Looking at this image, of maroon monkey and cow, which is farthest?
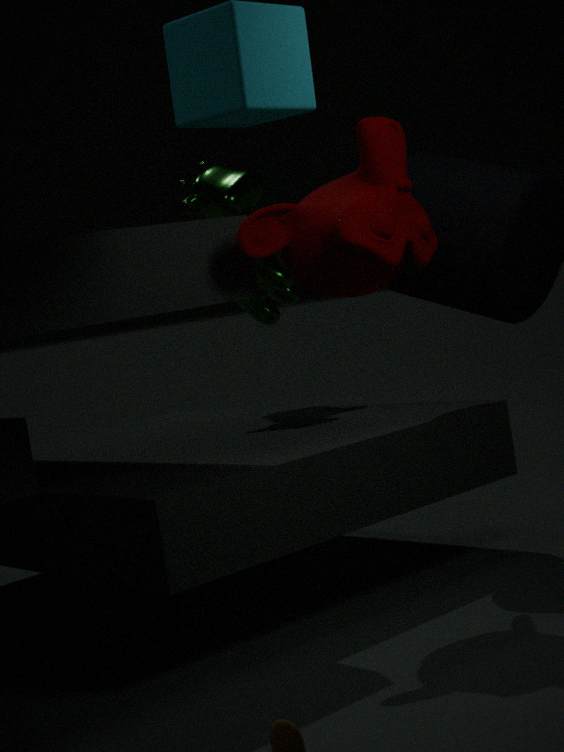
cow
